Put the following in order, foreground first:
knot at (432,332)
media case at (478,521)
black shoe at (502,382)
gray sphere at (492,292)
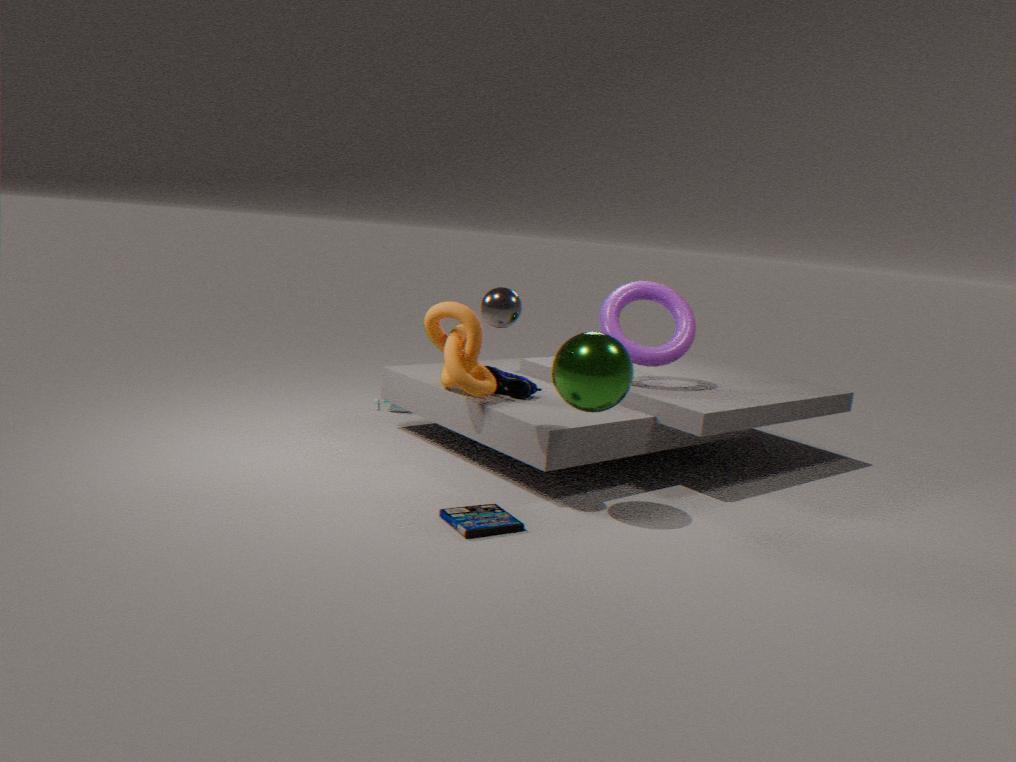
media case at (478,521) < gray sphere at (492,292) < knot at (432,332) < black shoe at (502,382)
